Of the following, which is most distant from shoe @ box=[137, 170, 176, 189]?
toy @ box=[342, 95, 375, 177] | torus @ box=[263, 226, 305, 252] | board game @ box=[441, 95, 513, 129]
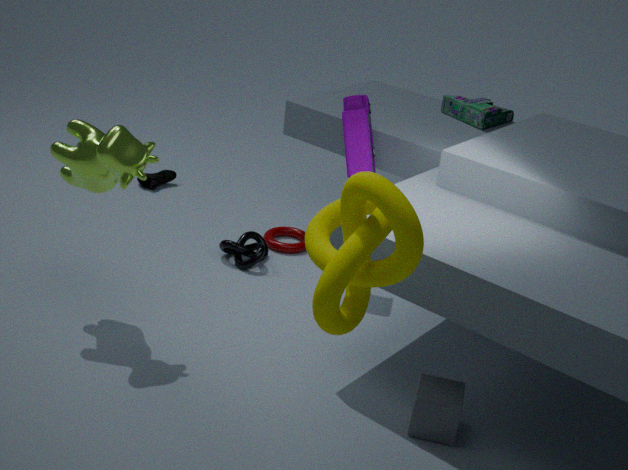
board game @ box=[441, 95, 513, 129]
